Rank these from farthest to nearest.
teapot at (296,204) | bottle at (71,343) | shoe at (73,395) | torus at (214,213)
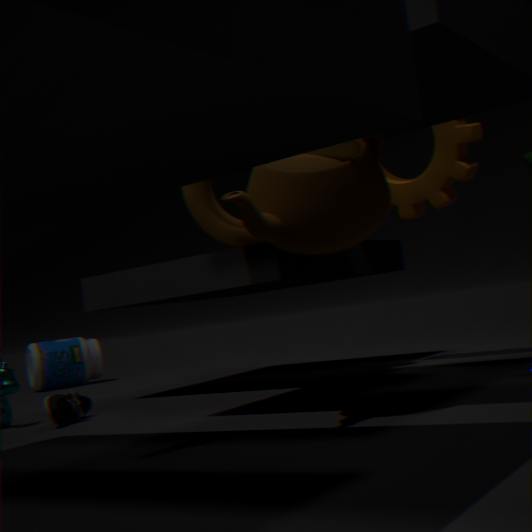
bottle at (71,343)
torus at (214,213)
shoe at (73,395)
teapot at (296,204)
